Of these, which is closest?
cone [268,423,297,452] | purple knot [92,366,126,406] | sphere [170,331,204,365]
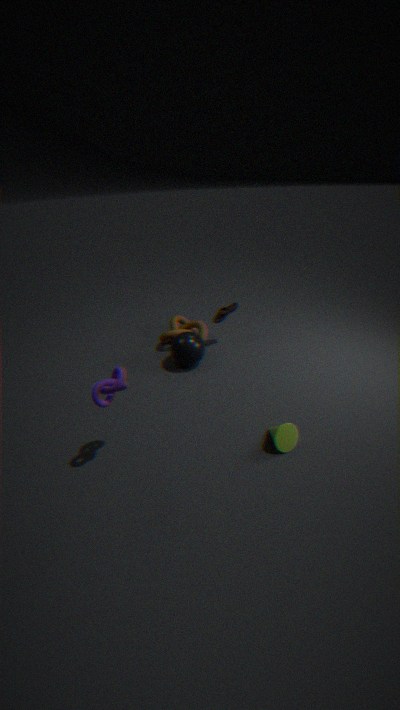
purple knot [92,366,126,406]
